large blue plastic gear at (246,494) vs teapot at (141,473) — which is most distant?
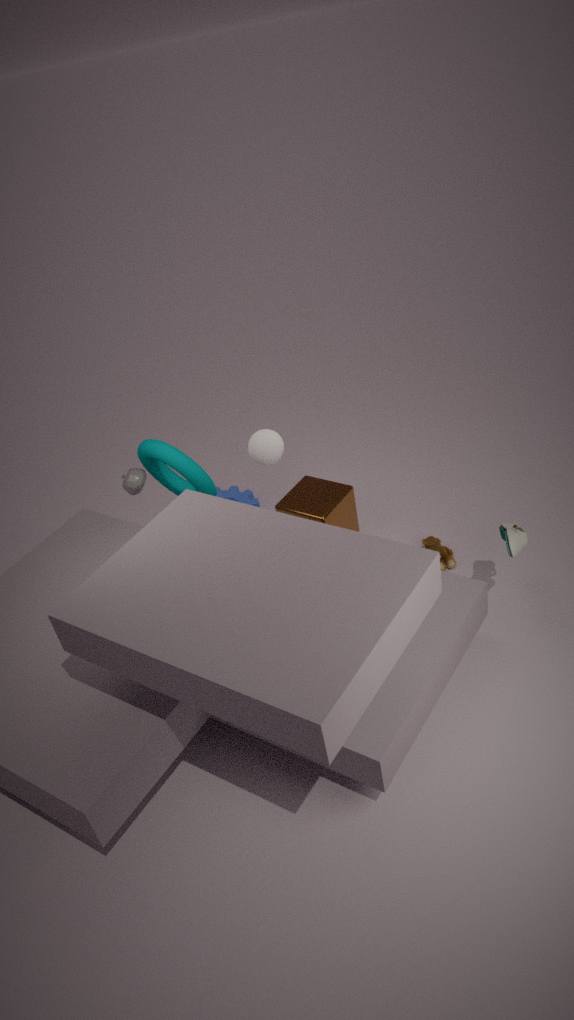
large blue plastic gear at (246,494)
